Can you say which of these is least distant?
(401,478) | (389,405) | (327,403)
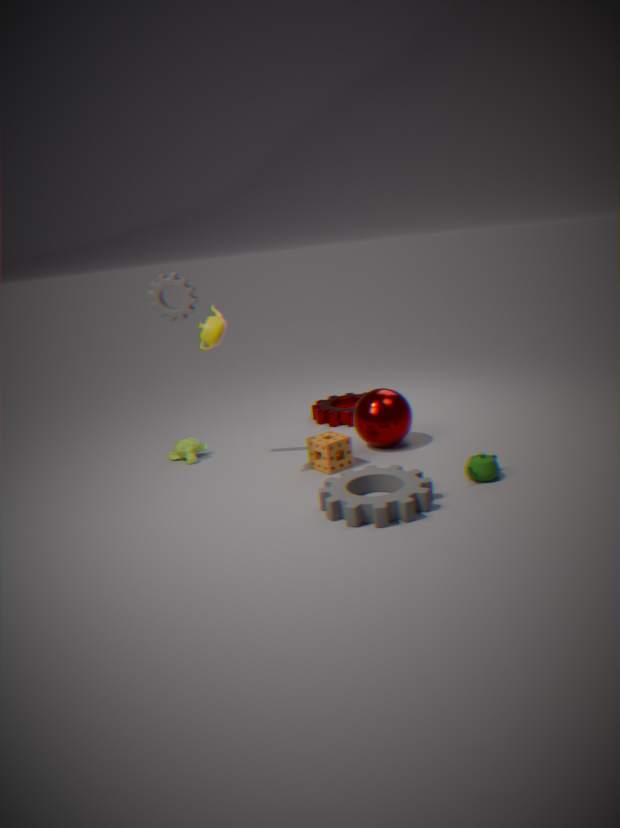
(401,478)
